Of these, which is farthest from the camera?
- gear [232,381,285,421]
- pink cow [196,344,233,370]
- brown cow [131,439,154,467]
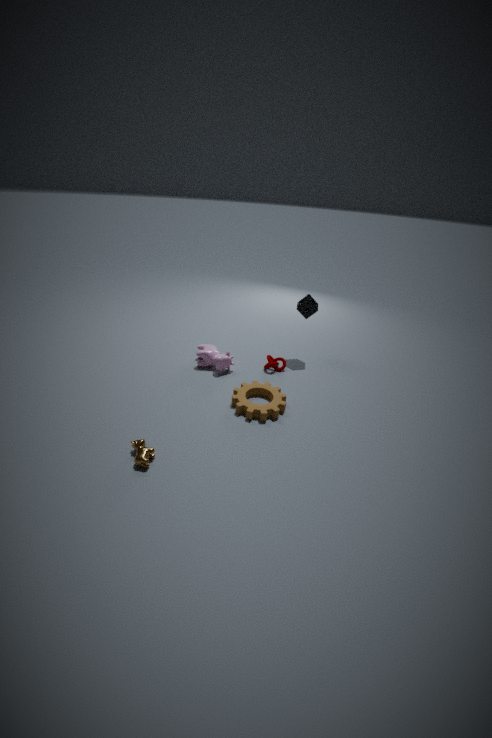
pink cow [196,344,233,370]
